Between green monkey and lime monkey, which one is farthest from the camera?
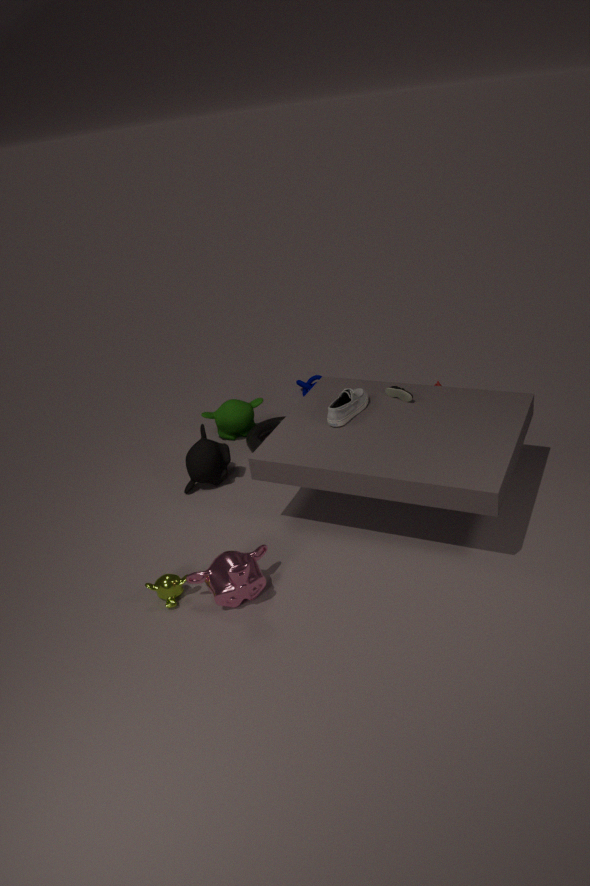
green monkey
